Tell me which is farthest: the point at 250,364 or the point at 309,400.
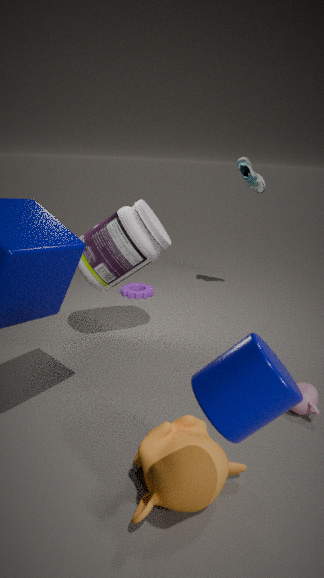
the point at 309,400
